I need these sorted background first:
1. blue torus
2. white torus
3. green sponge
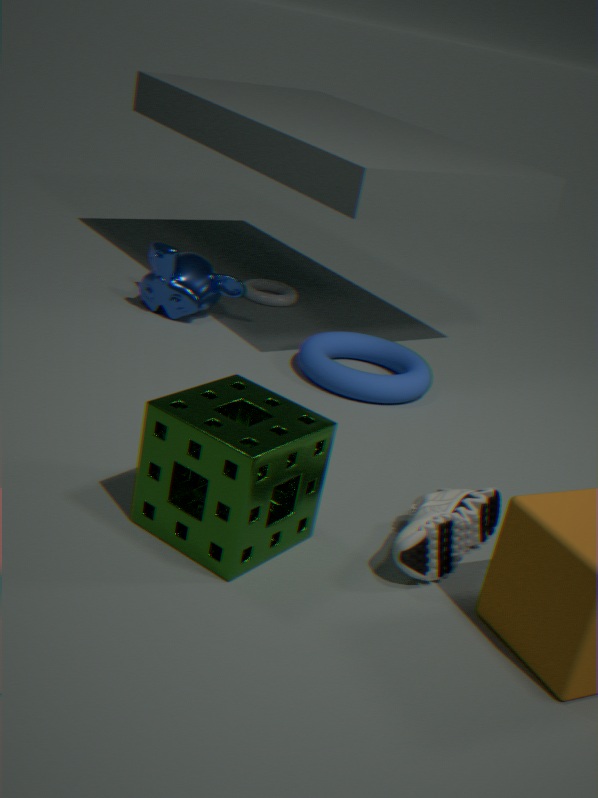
1. white torus
2. blue torus
3. green sponge
